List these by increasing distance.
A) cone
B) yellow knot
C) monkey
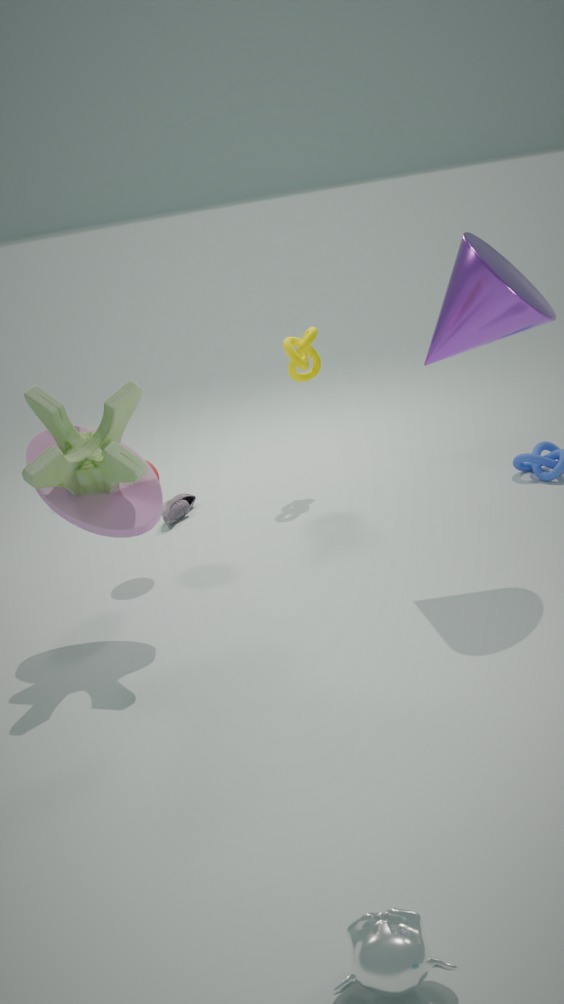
monkey
cone
yellow knot
